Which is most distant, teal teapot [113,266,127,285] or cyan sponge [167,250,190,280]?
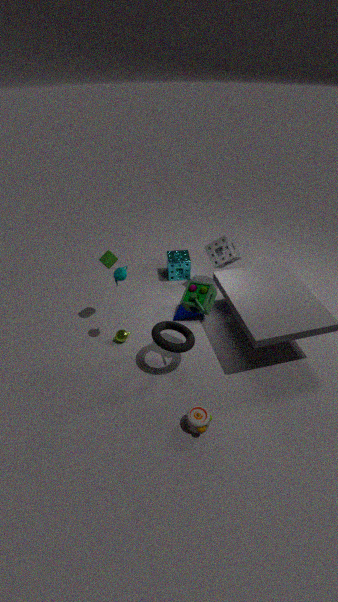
cyan sponge [167,250,190,280]
